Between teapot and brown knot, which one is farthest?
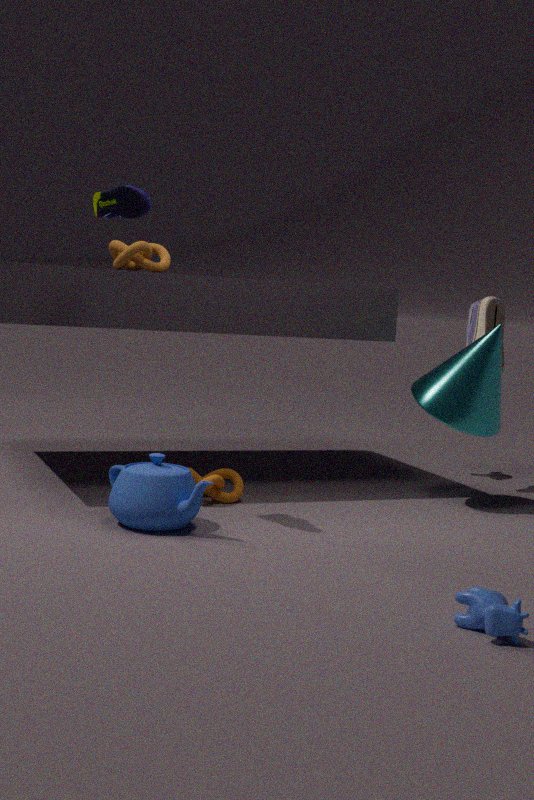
brown knot
